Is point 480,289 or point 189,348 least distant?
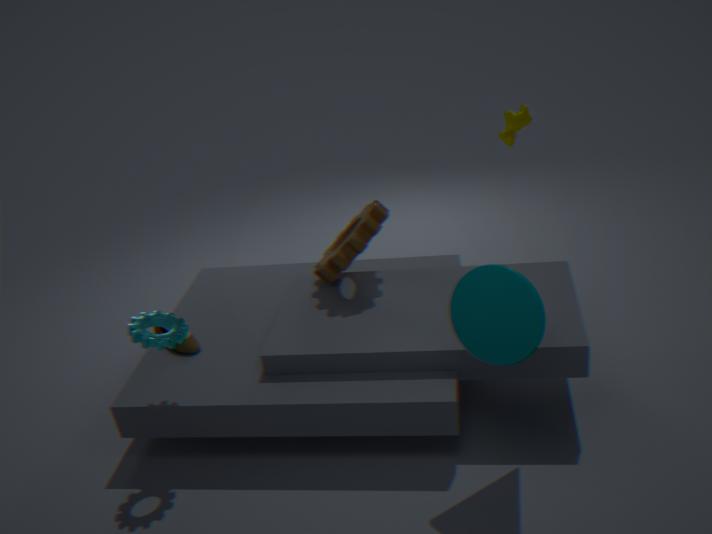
point 480,289
